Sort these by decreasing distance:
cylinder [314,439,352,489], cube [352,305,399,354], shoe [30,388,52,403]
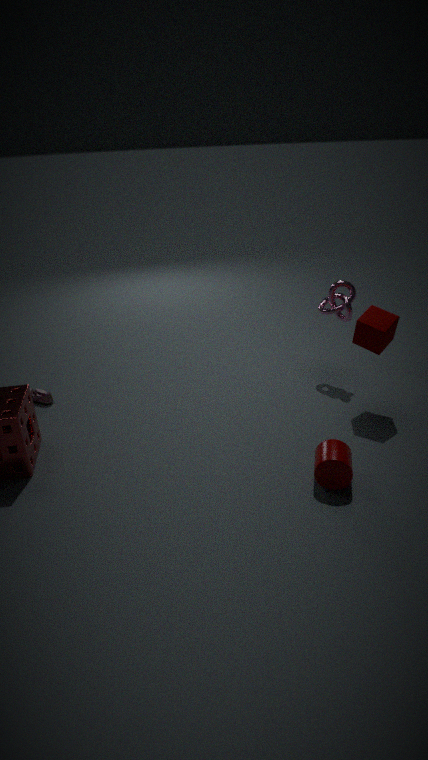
shoe [30,388,52,403] < cube [352,305,399,354] < cylinder [314,439,352,489]
